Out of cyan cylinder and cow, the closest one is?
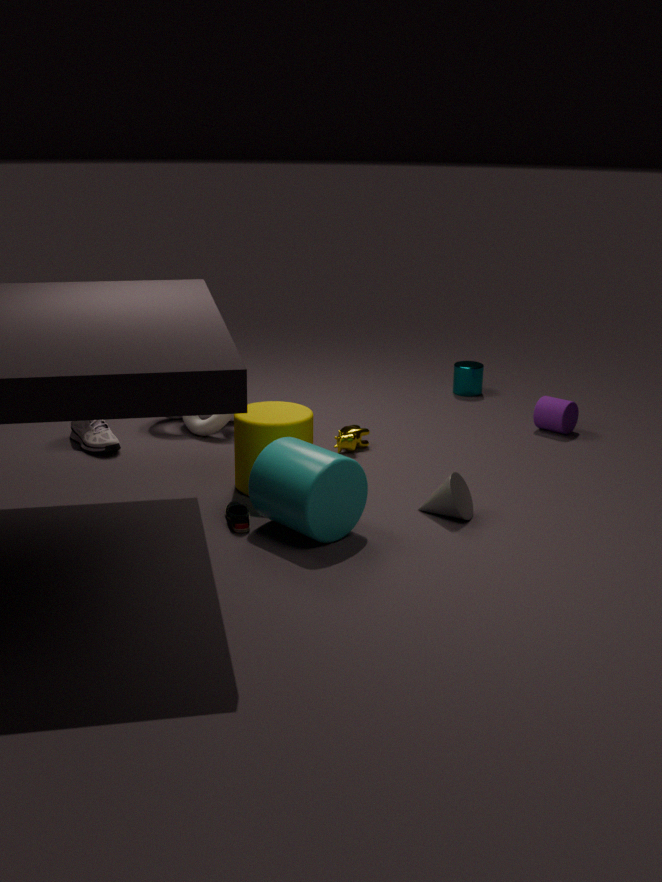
cyan cylinder
